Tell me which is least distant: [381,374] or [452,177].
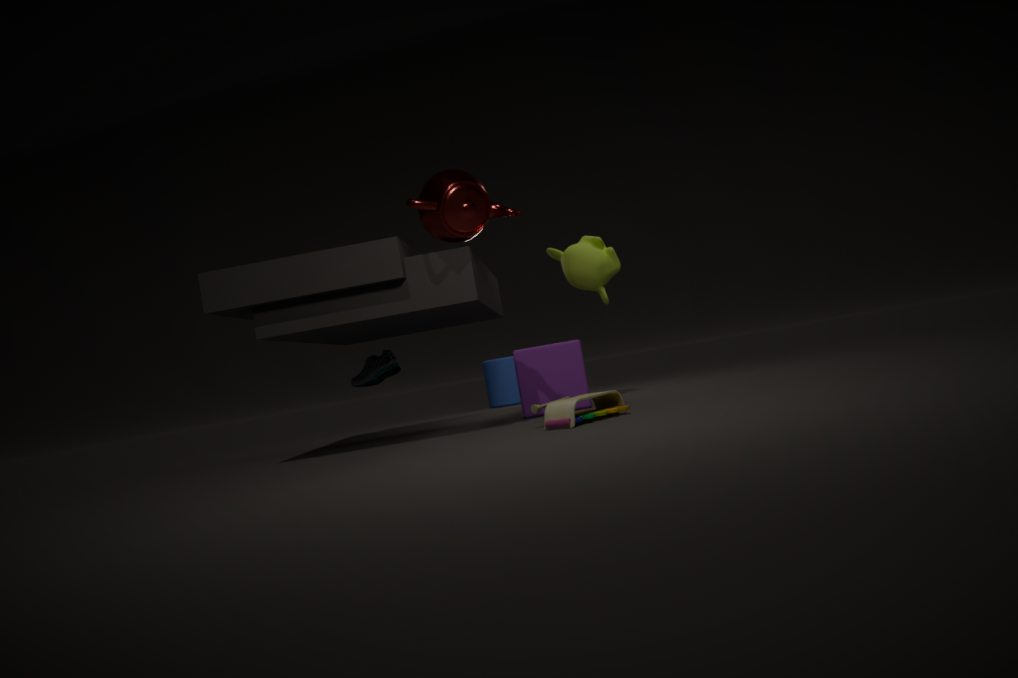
[452,177]
